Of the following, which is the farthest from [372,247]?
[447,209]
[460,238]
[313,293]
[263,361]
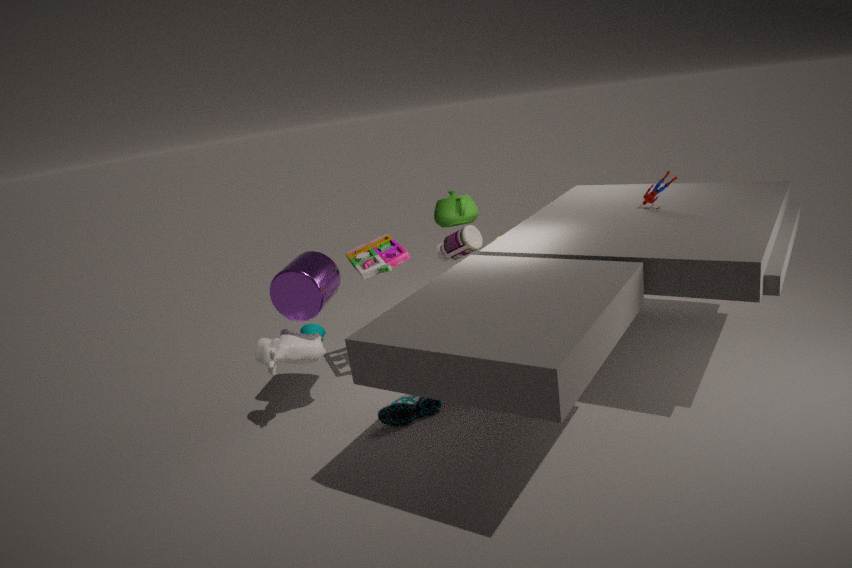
[460,238]
